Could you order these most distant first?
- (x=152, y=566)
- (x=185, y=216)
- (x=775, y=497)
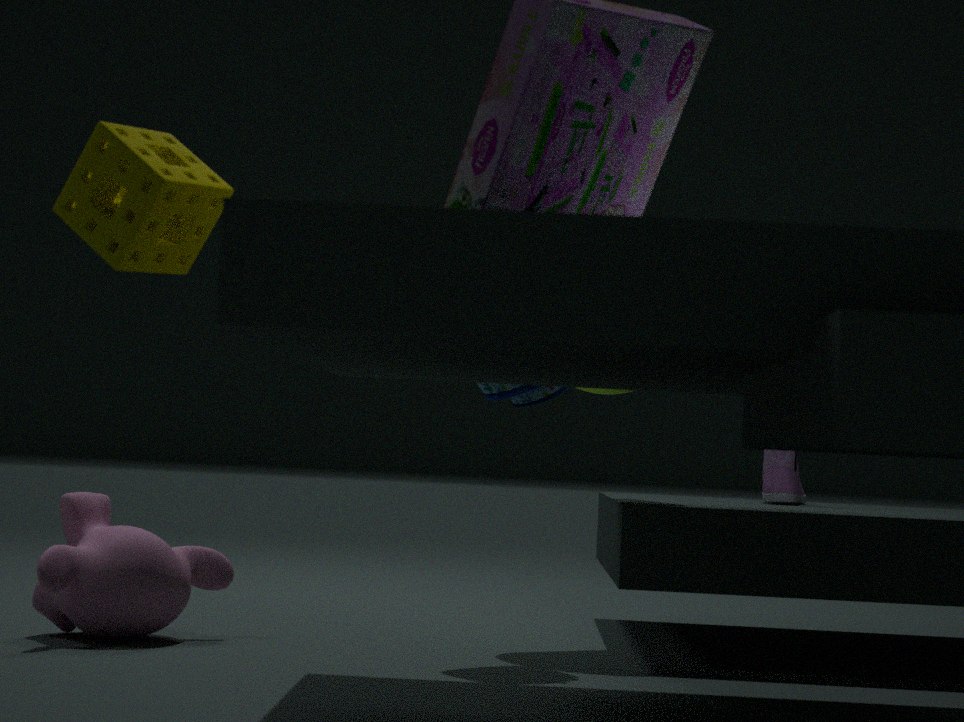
(x=775, y=497)
(x=152, y=566)
(x=185, y=216)
